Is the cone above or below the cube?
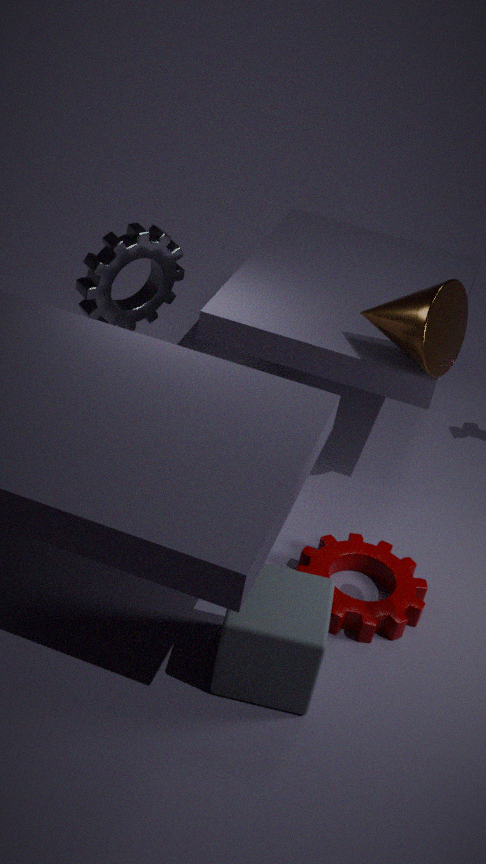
above
